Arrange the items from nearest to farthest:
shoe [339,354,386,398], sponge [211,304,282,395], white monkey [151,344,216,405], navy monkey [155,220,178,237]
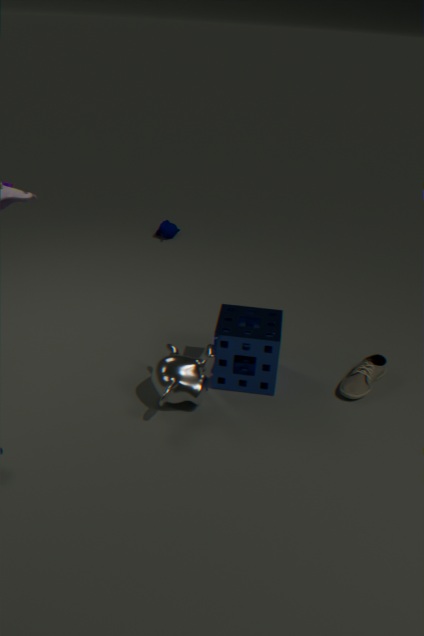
1. white monkey [151,344,216,405]
2. sponge [211,304,282,395]
3. shoe [339,354,386,398]
4. navy monkey [155,220,178,237]
